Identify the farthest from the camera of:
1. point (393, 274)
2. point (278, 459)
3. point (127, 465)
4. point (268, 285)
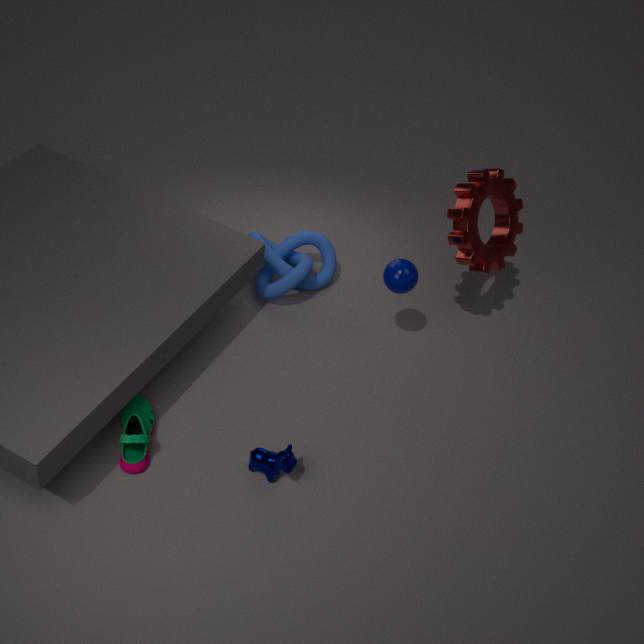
point (268, 285)
